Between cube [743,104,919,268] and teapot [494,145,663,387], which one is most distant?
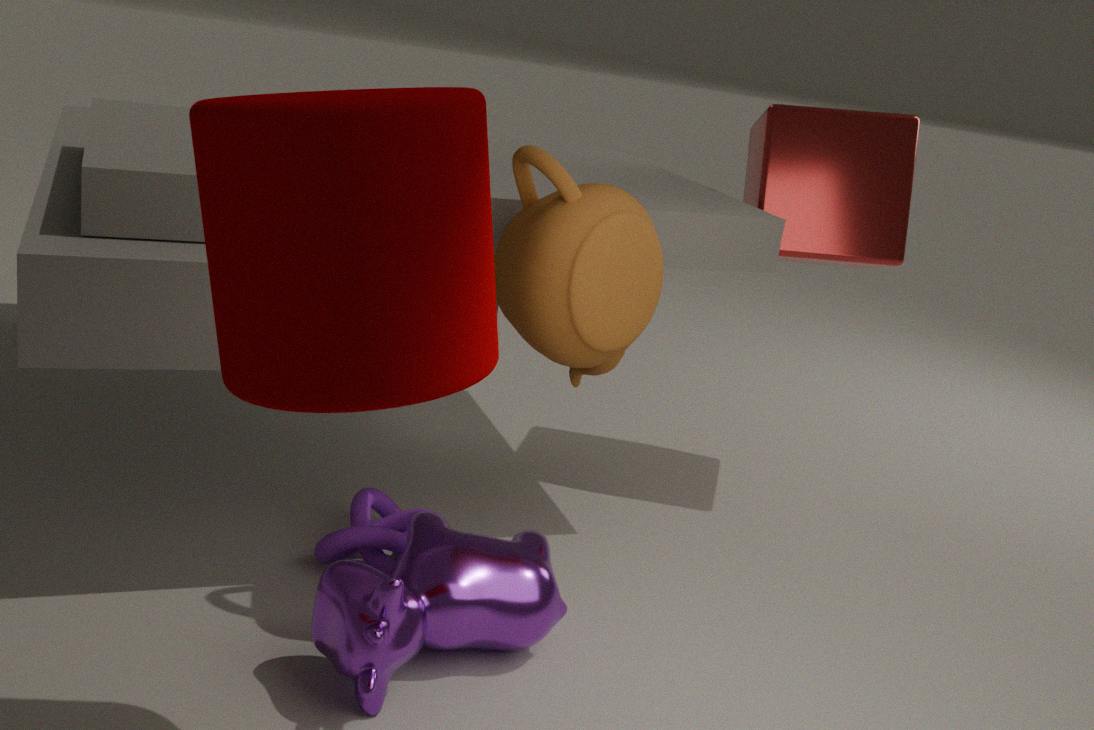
cube [743,104,919,268]
